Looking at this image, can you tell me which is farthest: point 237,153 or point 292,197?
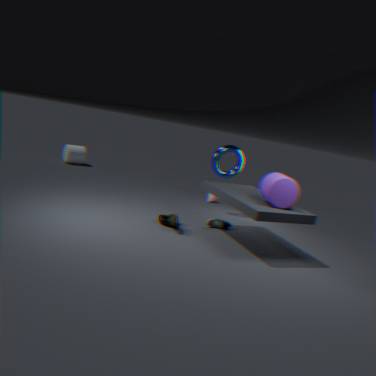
point 237,153
